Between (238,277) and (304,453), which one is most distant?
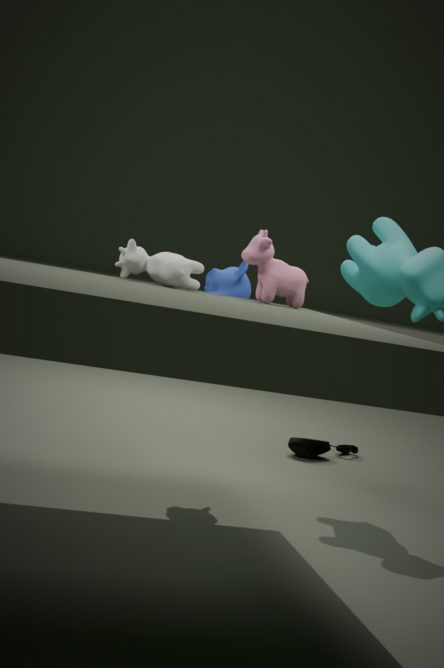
(304,453)
